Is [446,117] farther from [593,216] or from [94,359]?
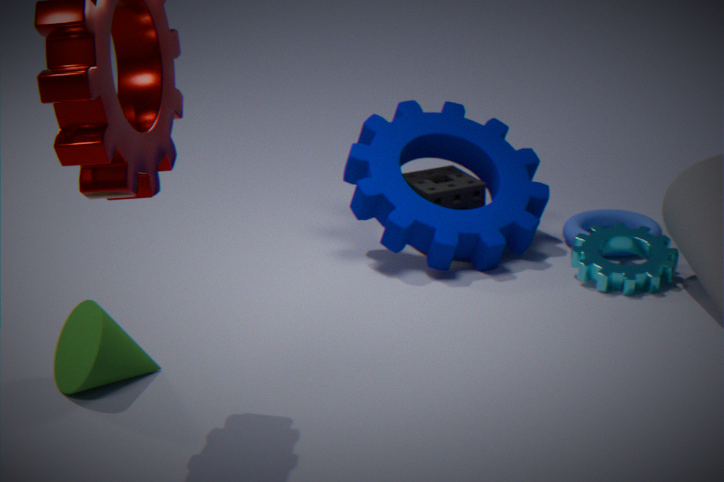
[94,359]
